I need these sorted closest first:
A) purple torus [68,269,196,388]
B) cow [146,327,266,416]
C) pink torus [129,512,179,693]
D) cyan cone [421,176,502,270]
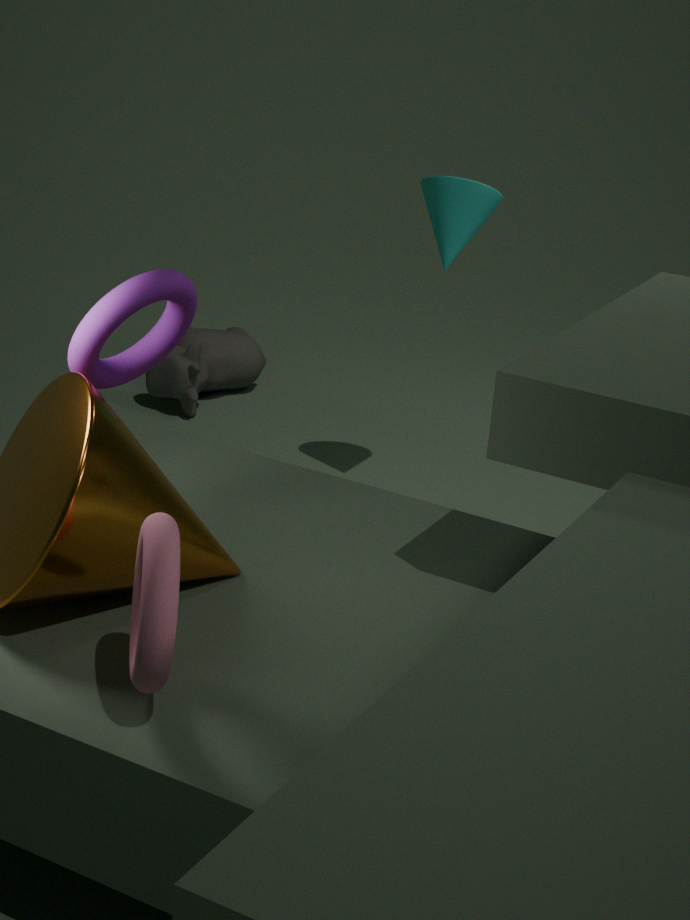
pink torus [129,512,179,693] → purple torus [68,269,196,388] → cyan cone [421,176,502,270] → cow [146,327,266,416]
